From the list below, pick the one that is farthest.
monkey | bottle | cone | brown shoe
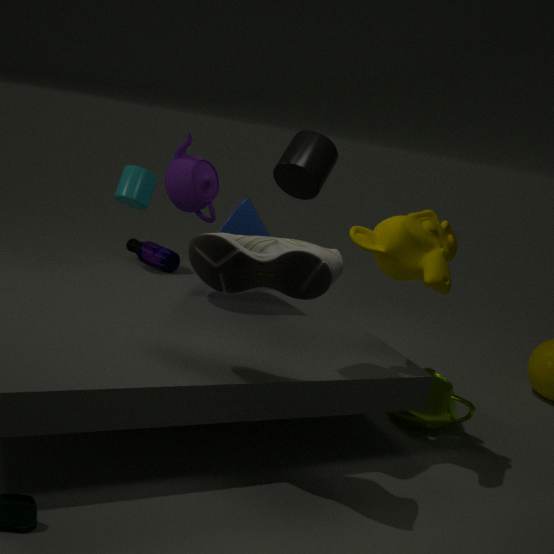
bottle
